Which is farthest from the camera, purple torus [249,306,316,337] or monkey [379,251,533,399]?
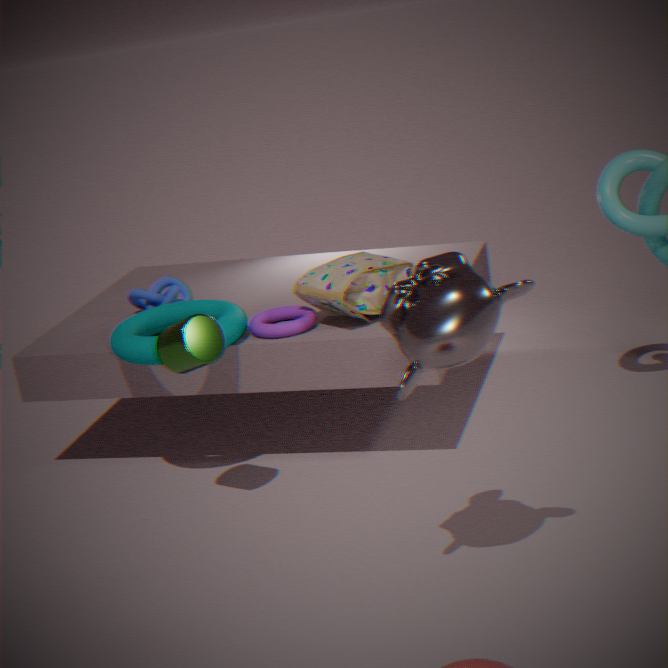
purple torus [249,306,316,337]
